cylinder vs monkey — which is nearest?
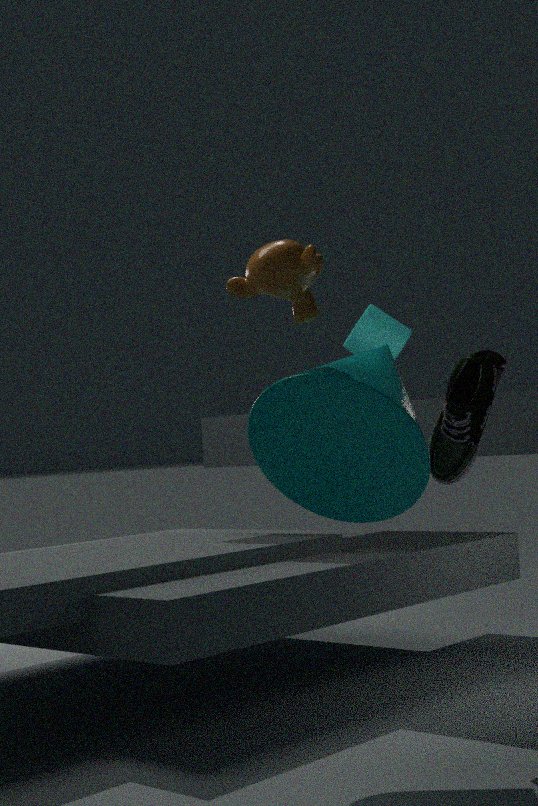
monkey
